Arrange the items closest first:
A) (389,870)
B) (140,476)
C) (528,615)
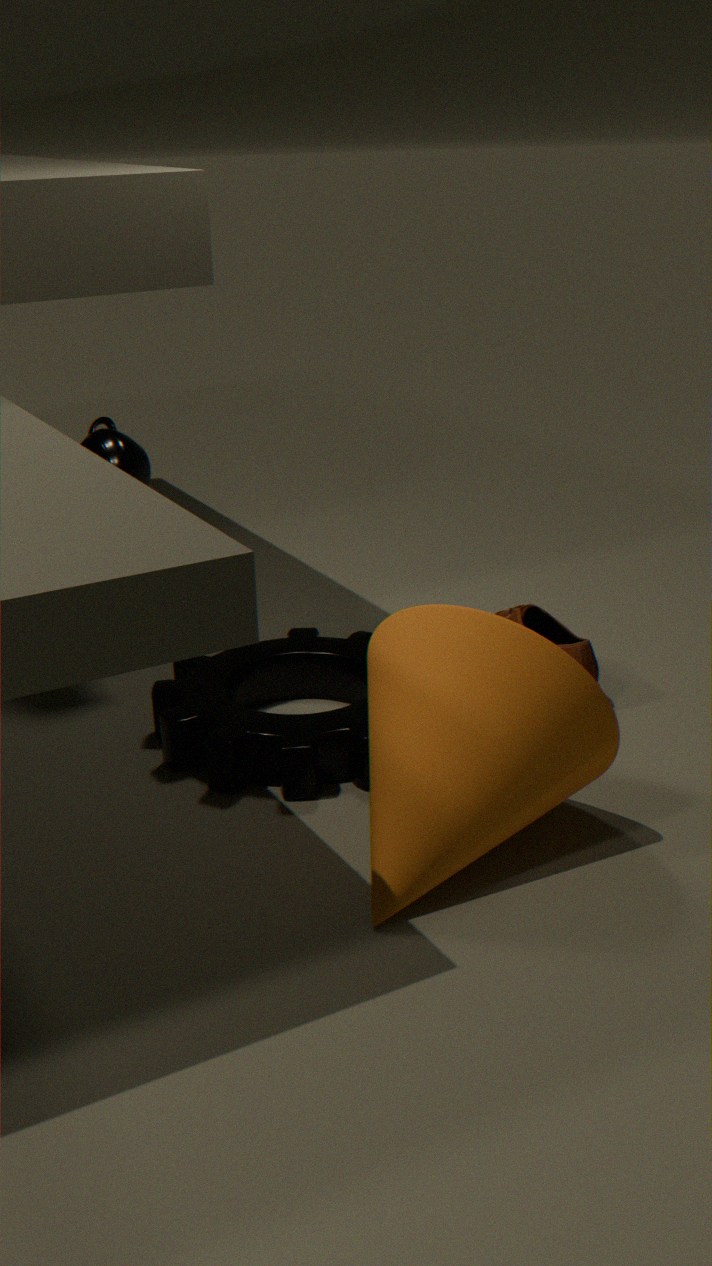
1. (389,870)
2. (140,476)
3. (528,615)
